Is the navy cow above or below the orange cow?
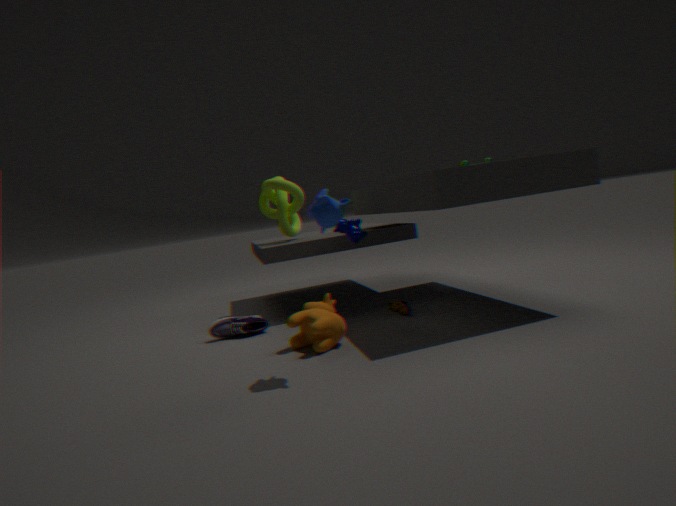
above
